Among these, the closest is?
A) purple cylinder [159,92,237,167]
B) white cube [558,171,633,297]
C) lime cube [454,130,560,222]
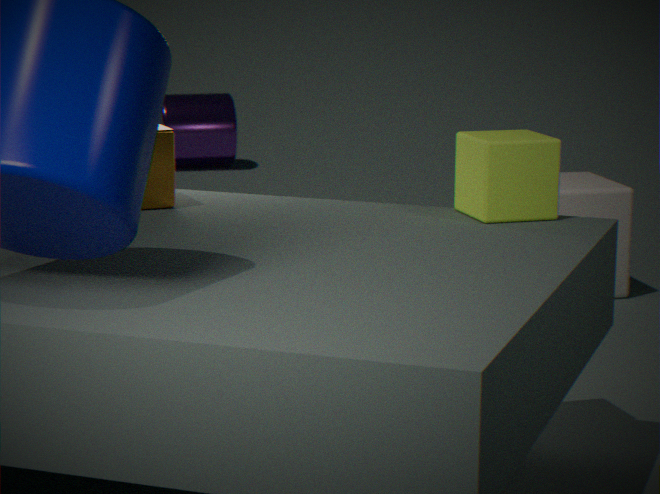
lime cube [454,130,560,222]
